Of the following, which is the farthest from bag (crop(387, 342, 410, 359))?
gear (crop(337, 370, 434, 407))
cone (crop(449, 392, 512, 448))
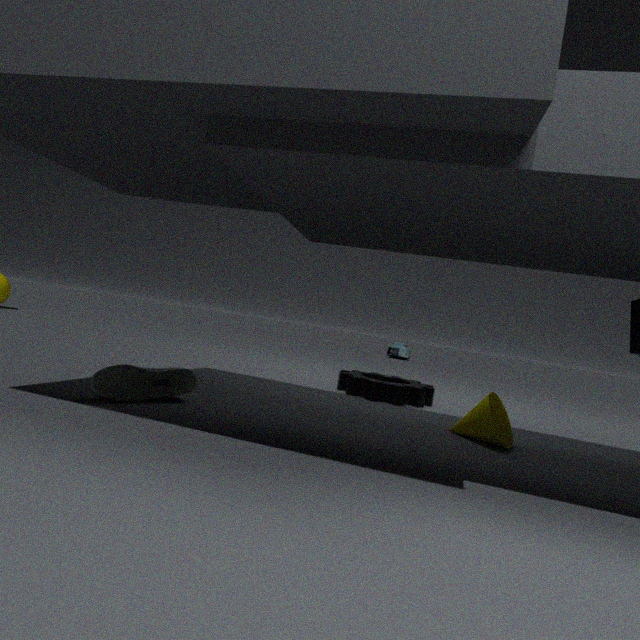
cone (crop(449, 392, 512, 448))
